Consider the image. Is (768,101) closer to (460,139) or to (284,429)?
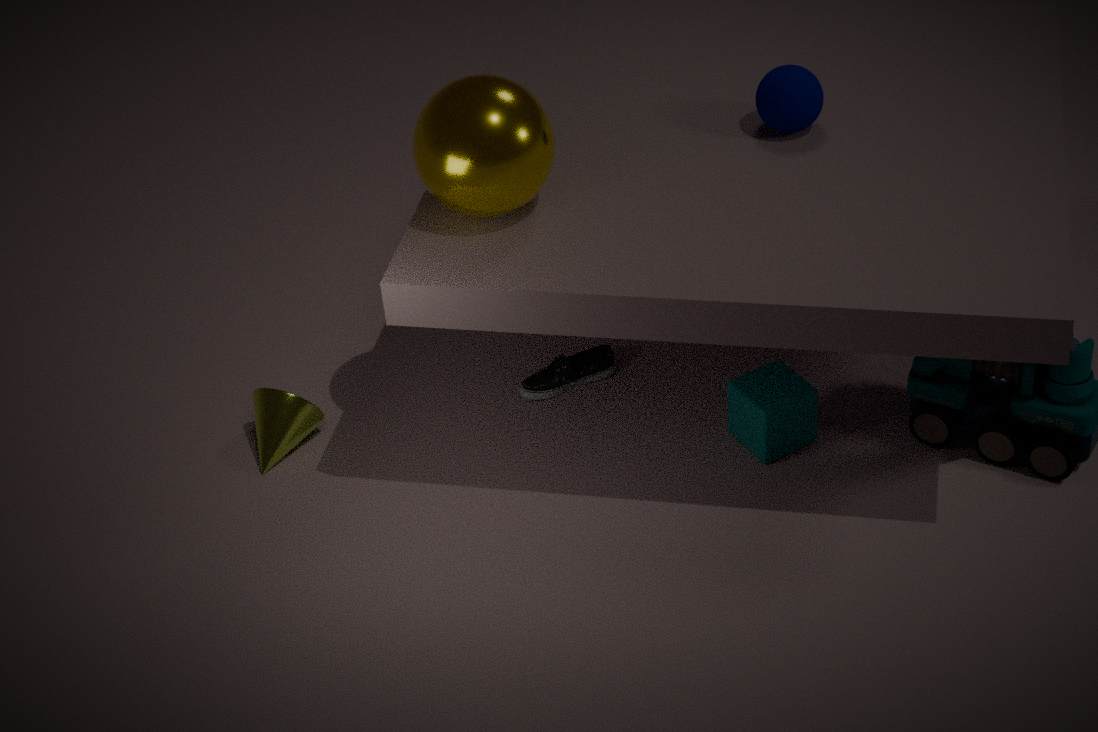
(460,139)
